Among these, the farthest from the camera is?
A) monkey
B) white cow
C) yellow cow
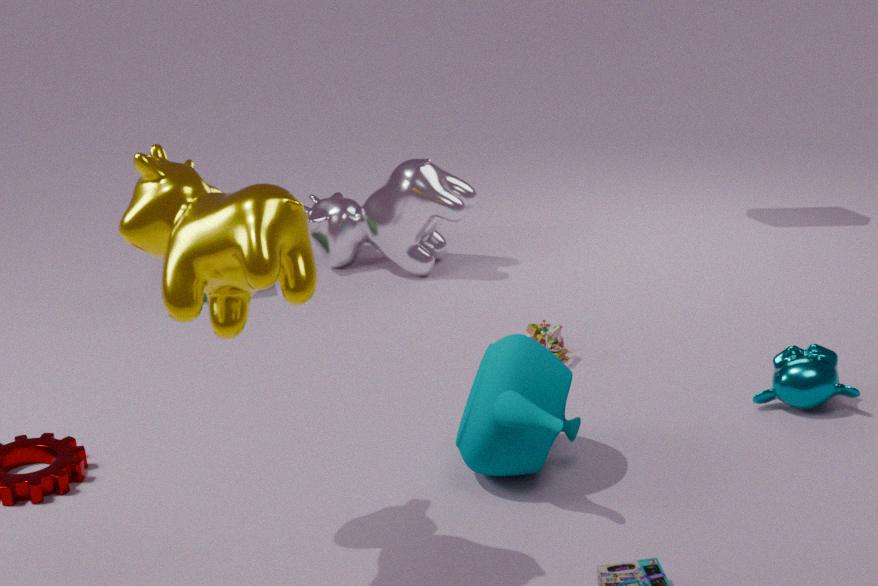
white cow
